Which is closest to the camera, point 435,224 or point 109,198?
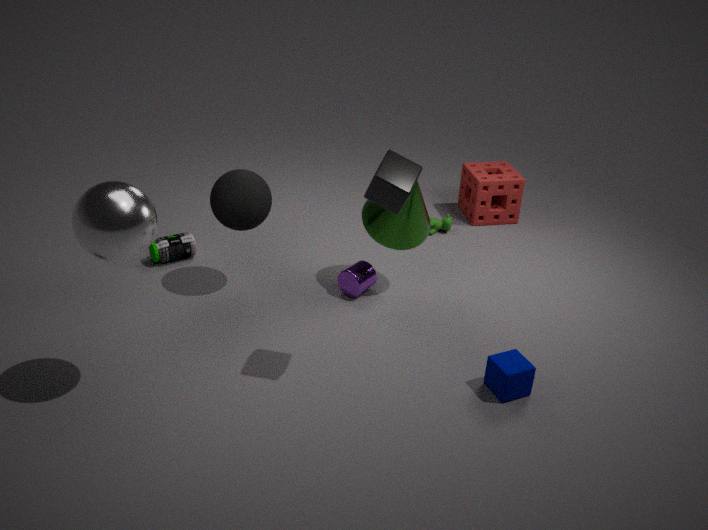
point 109,198
